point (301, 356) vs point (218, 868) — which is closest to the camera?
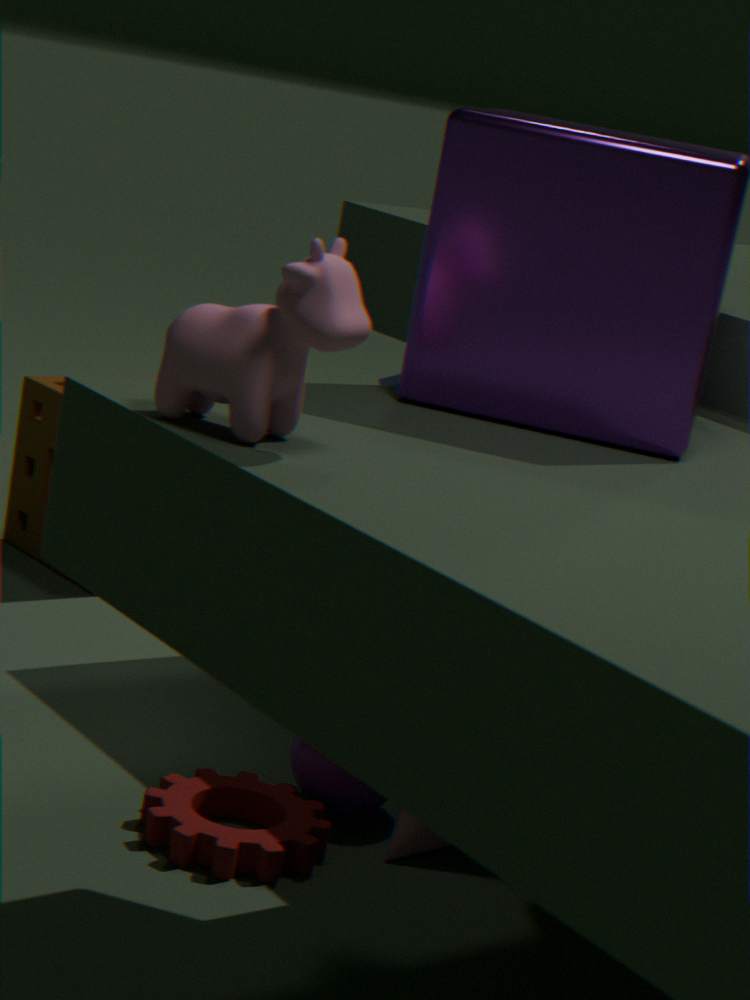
point (301, 356)
